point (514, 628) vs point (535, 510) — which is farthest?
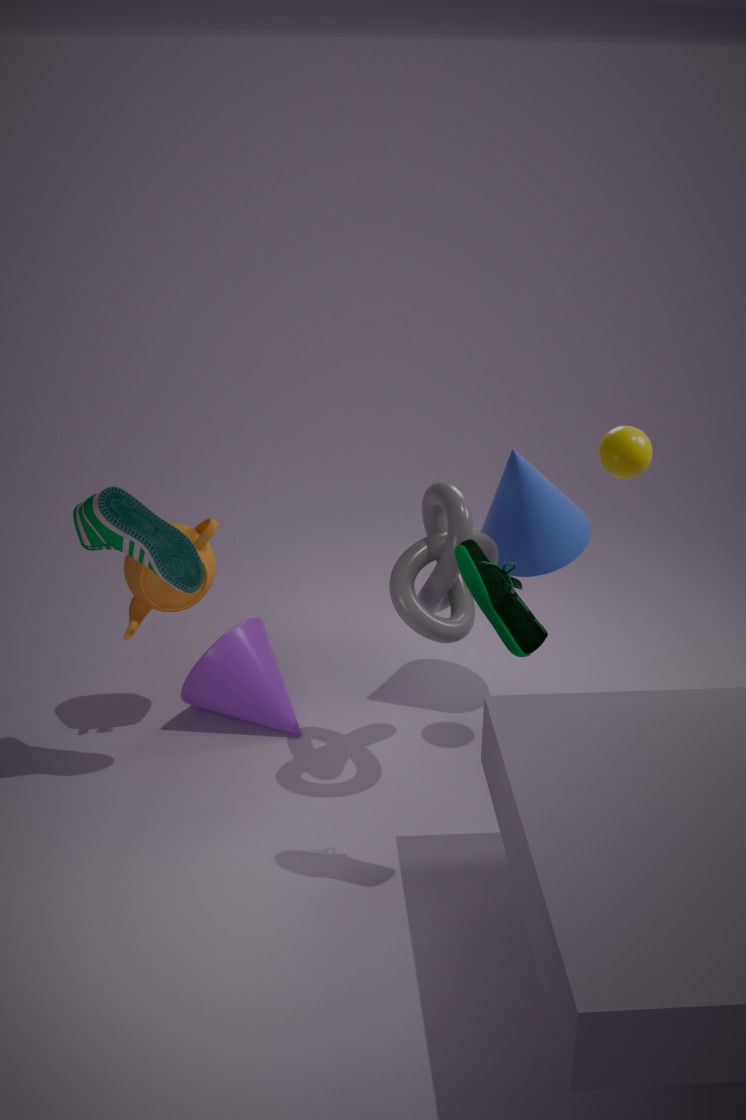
point (535, 510)
